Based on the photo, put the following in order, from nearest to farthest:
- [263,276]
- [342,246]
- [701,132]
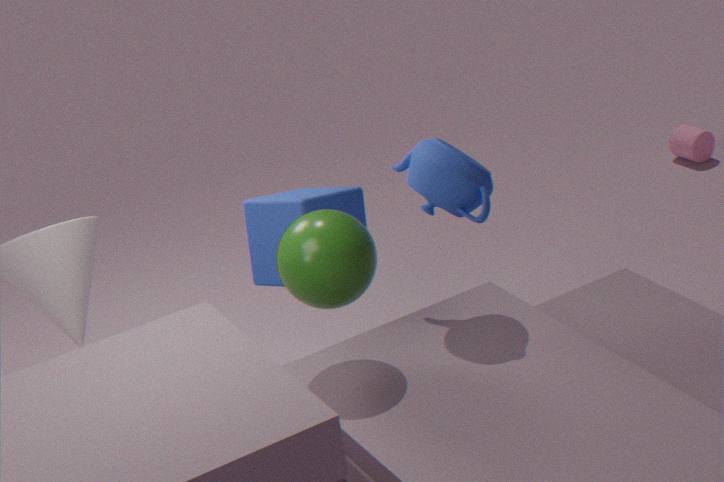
[342,246] < [263,276] < [701,132]
